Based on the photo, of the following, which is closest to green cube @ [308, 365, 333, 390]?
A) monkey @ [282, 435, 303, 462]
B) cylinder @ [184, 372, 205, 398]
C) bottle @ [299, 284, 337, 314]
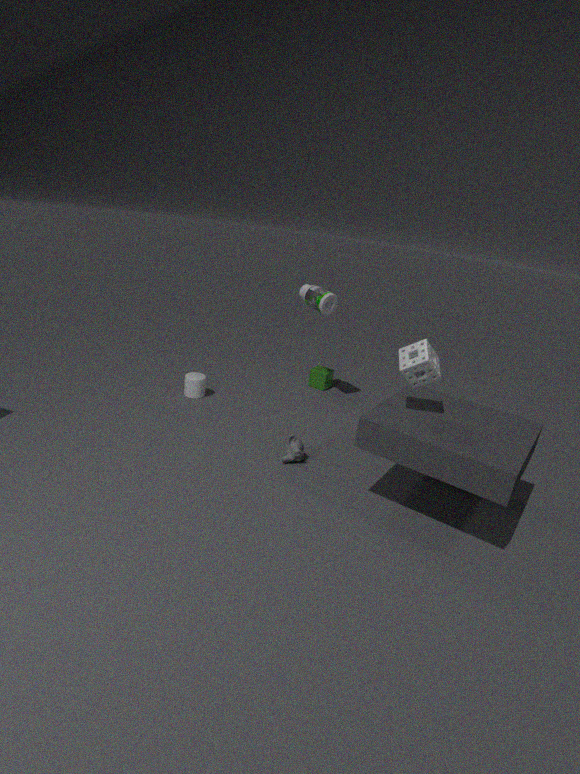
bottle @ [299, 284, 337, 314]
